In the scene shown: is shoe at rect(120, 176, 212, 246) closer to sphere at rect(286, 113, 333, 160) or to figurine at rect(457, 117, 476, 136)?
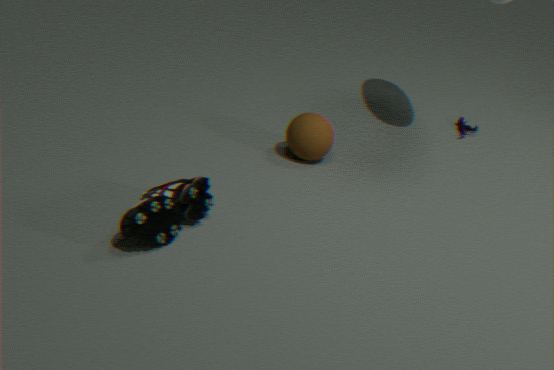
sphere at rect(286, 113, 333, 160)
